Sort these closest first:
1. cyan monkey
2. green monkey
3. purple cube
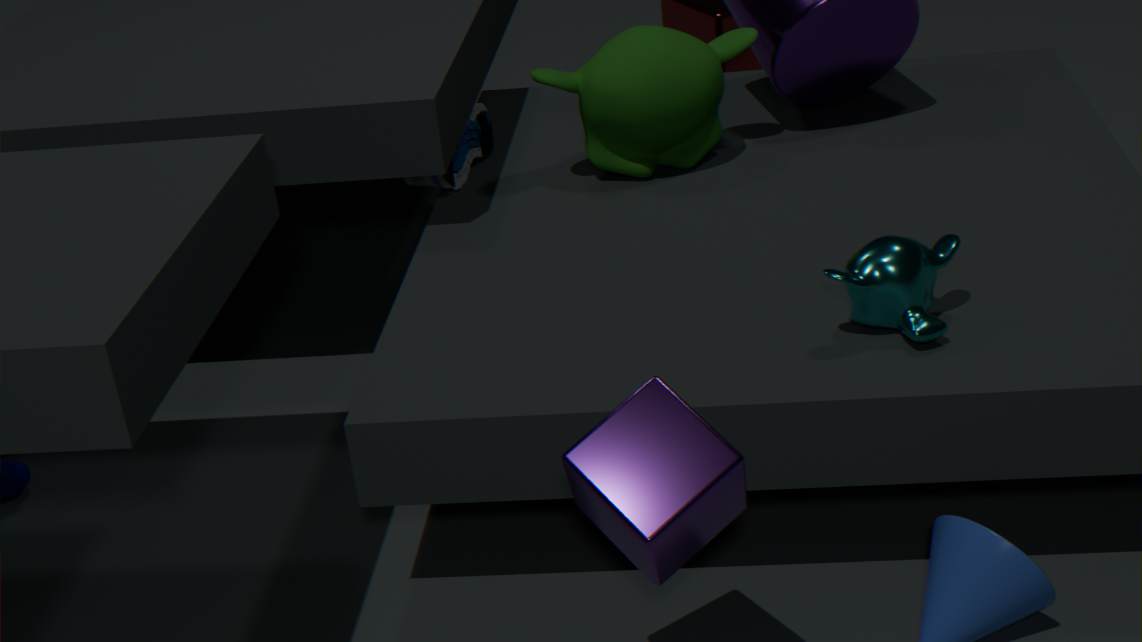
1. purple cube
2. cyan monkey
3. green monkey
